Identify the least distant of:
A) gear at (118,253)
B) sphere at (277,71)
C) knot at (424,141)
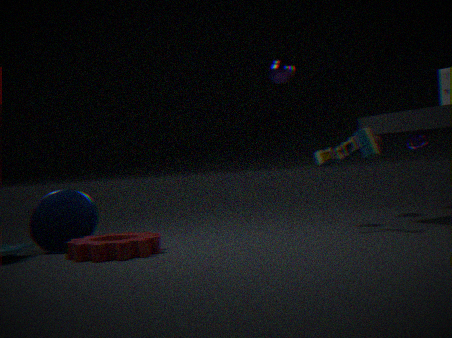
gear at (118,253)
